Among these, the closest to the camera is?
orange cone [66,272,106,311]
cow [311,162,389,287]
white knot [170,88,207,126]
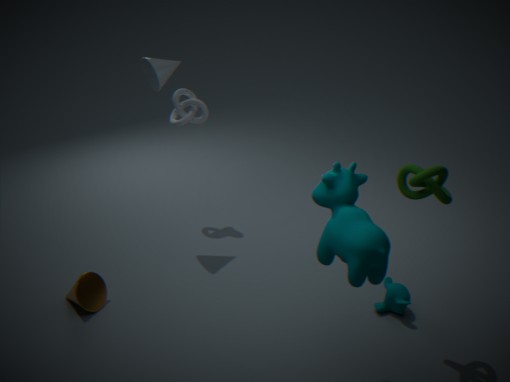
cow [311,162,389,287]
